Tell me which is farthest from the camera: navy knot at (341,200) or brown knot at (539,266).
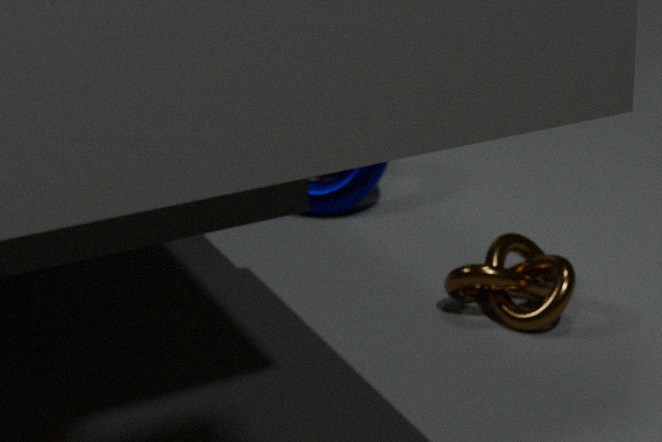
navy knot at (341,200)
